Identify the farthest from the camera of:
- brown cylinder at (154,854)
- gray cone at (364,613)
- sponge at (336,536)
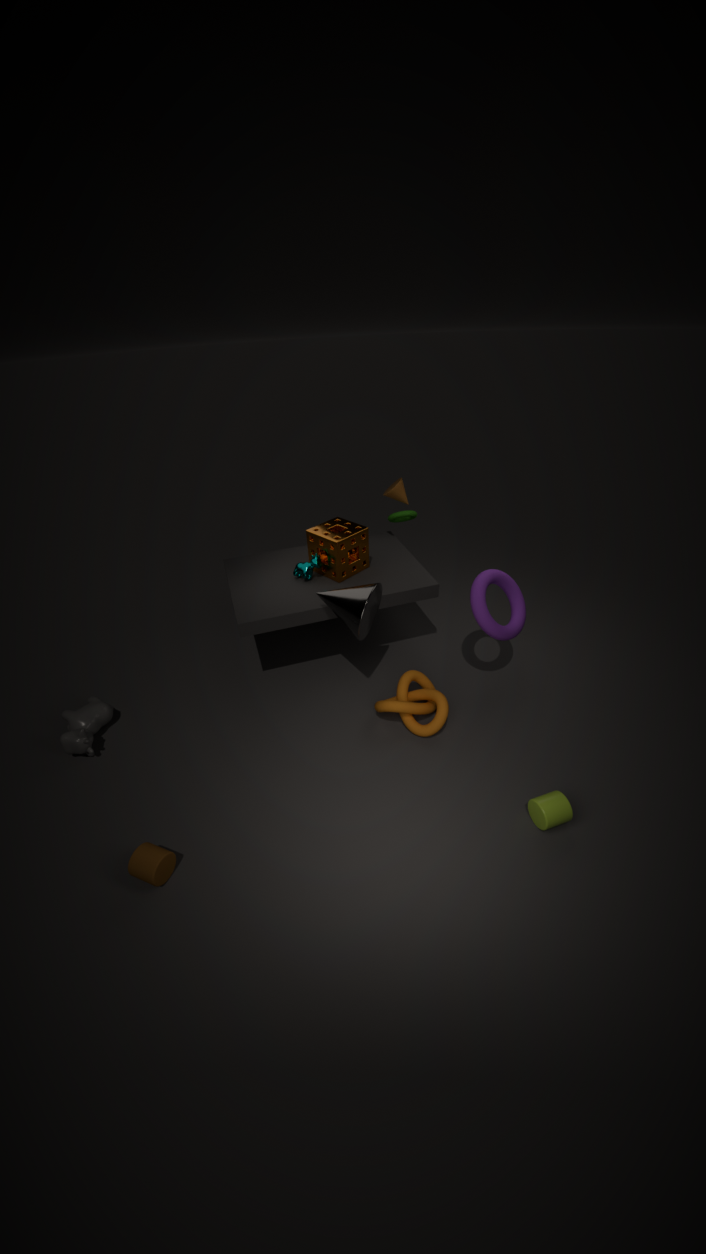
sponge at (336,536)
